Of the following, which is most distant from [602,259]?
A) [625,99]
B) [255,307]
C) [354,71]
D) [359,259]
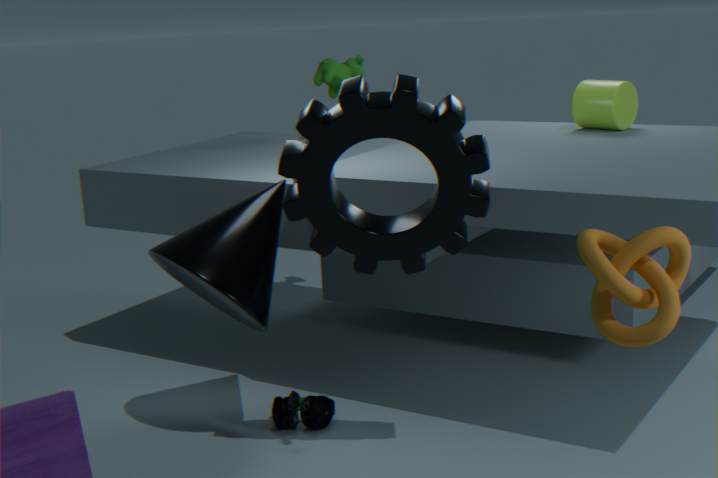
[354,71]
